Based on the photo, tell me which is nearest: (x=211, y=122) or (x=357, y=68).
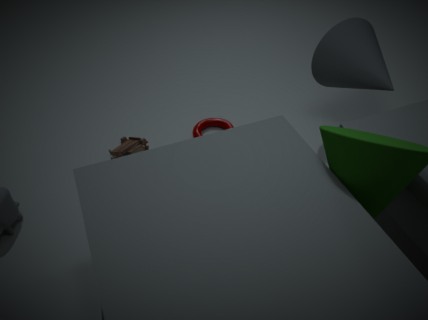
Result: (x=357, y=68)
